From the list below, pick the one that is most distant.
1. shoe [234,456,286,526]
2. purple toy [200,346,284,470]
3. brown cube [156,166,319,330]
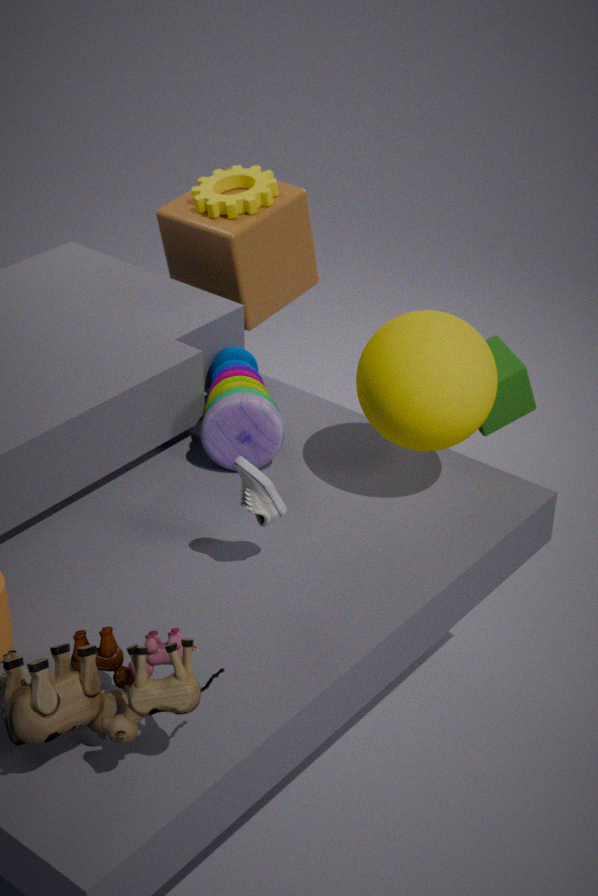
brown cube [156,166,319,330]
